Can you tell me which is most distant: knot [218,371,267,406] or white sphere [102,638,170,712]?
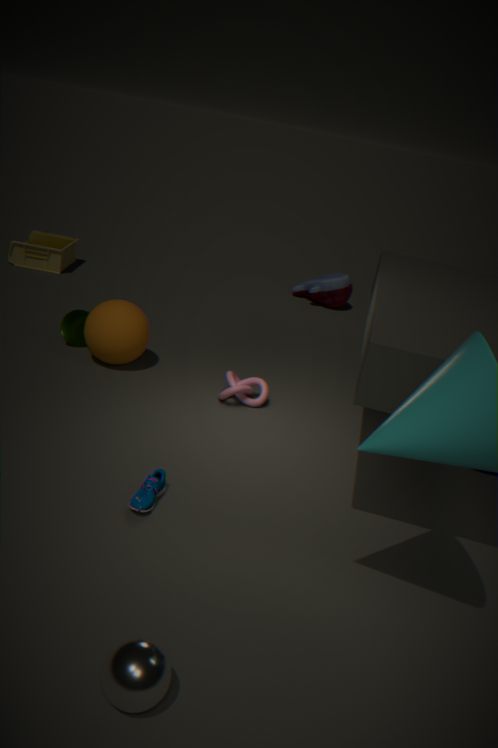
knot [218,371,267,406]
